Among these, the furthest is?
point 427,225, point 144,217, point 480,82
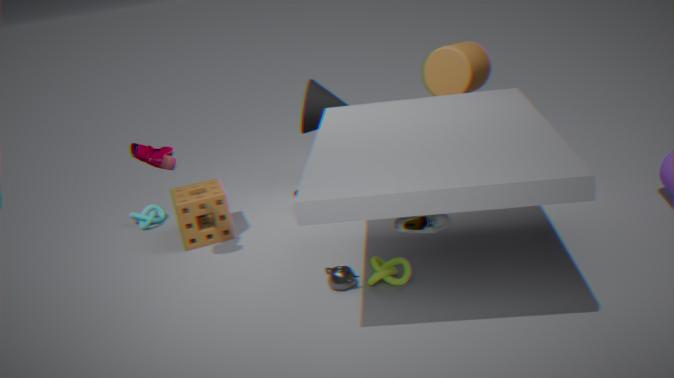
point 144,217
